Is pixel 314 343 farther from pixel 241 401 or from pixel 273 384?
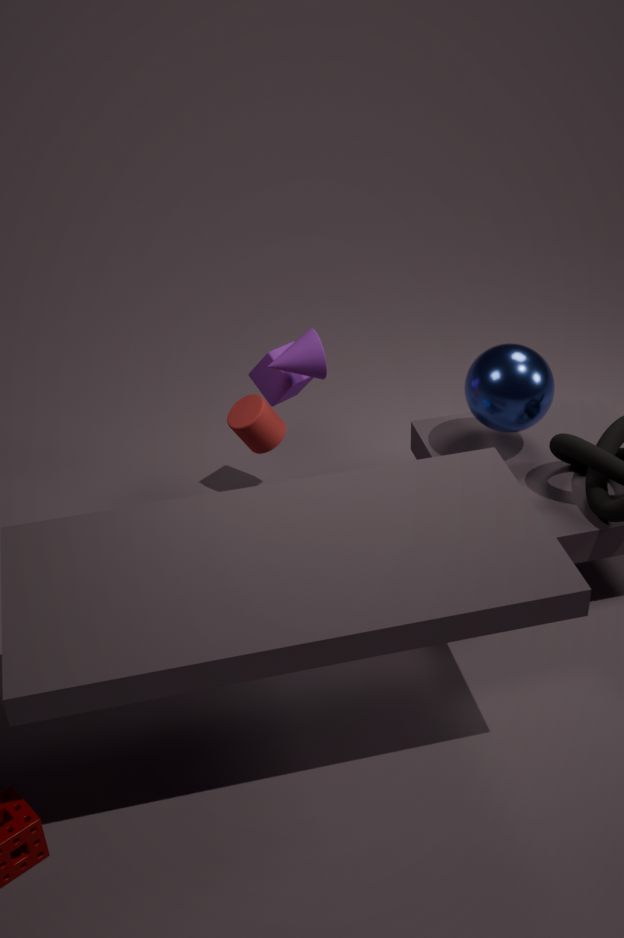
pixel 241 401
